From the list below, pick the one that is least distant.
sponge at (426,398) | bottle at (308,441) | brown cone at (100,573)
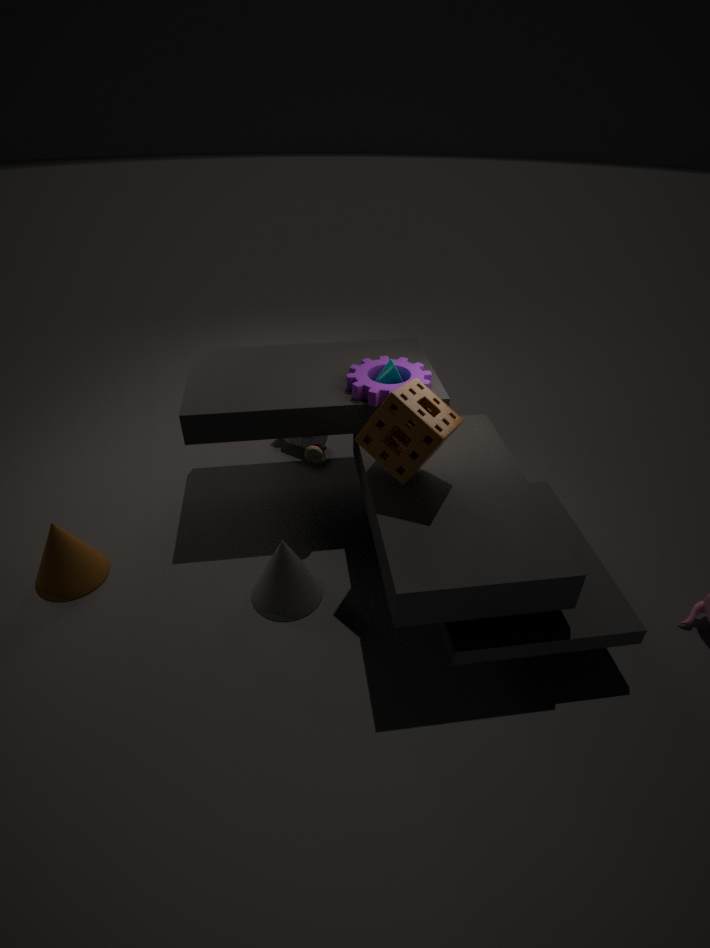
sponge at (426,398)
